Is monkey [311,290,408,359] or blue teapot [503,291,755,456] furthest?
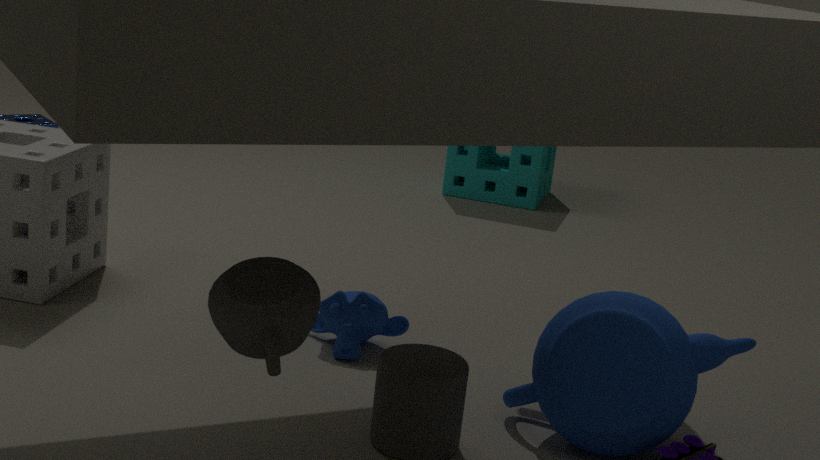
monkey [311,290,408,359]
